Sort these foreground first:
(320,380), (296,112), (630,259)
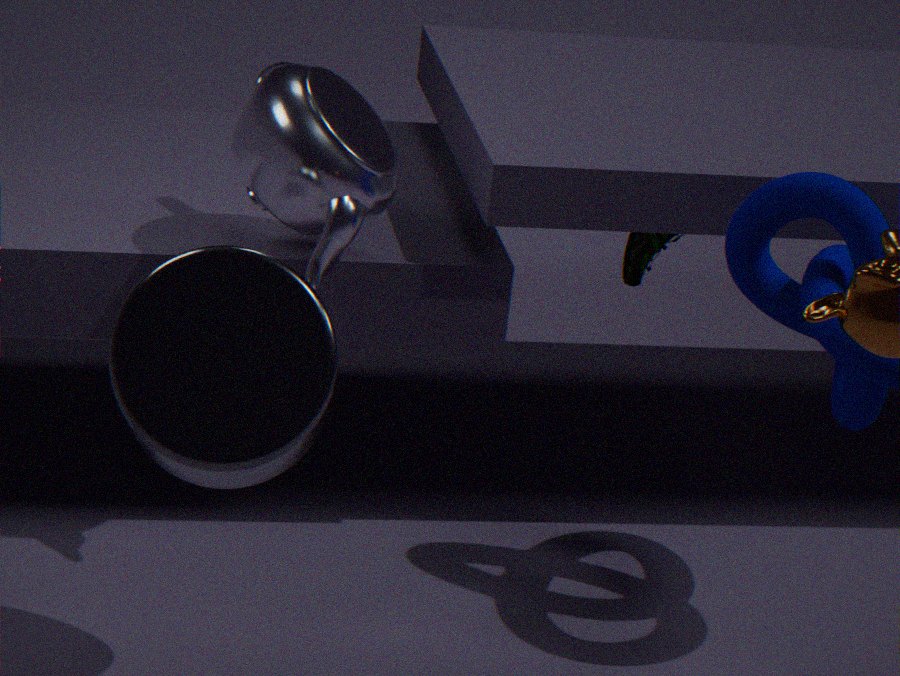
(320,380)
(296,112)
(630,259)
